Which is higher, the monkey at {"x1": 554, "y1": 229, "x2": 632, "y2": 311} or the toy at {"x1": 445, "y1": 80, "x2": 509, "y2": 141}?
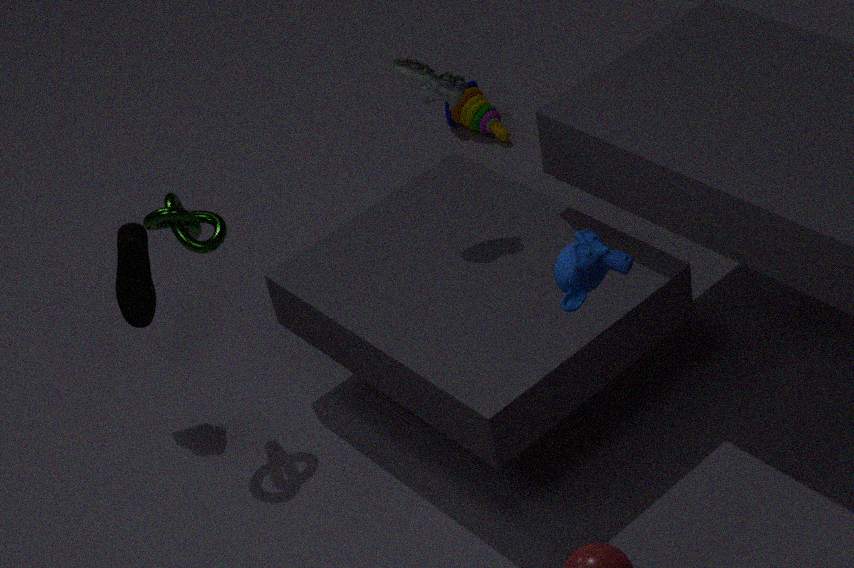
the monkey at {"x1": 554, "y1": 229, "x2": 632, "y2": 311}
